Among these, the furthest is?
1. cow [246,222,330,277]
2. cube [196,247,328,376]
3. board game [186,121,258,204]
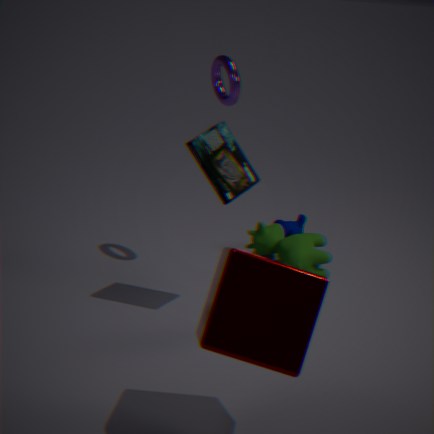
cow [246,222,330,277]
